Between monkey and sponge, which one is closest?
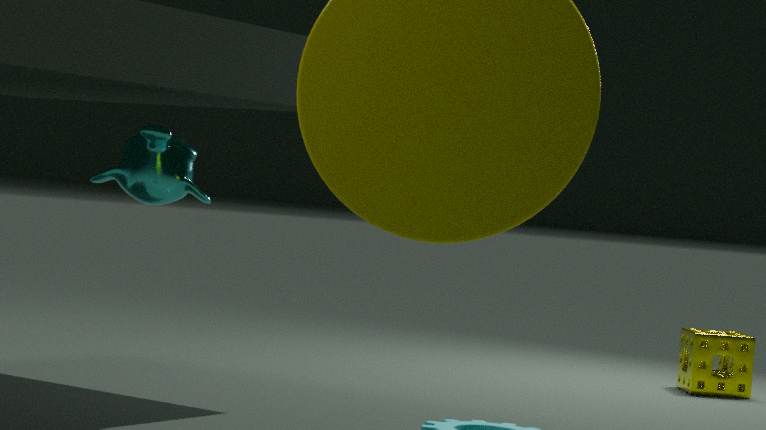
monkey
